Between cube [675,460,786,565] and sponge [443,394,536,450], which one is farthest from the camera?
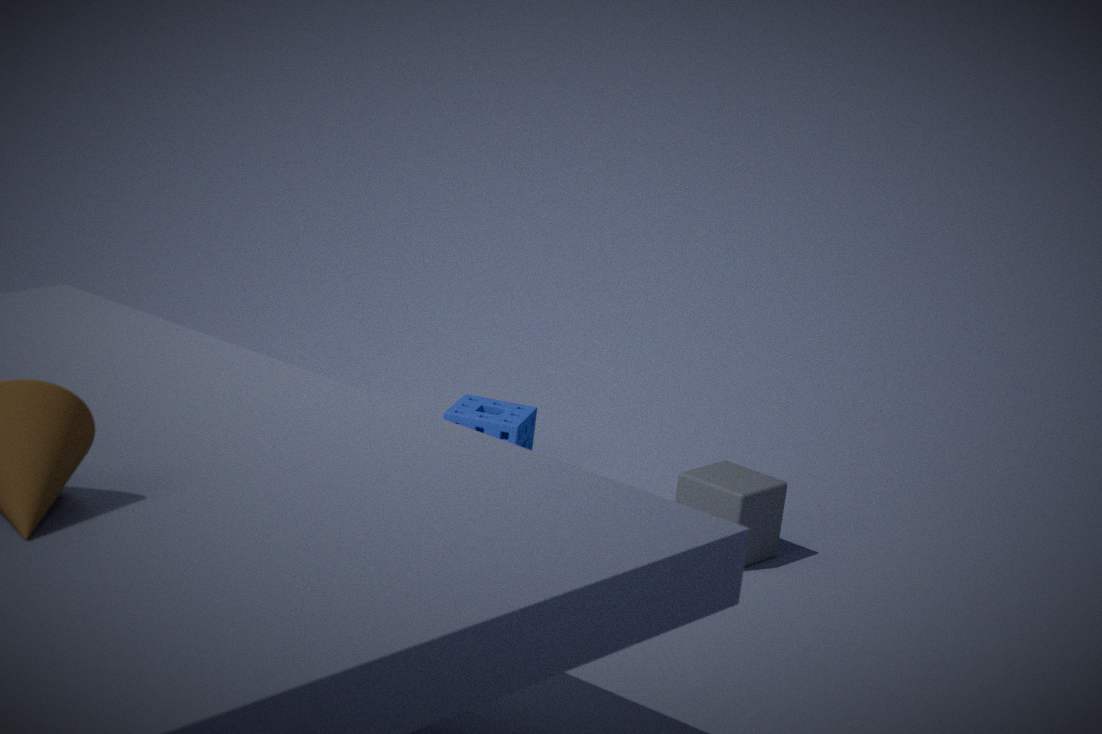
sponge [443,394,536,450]
